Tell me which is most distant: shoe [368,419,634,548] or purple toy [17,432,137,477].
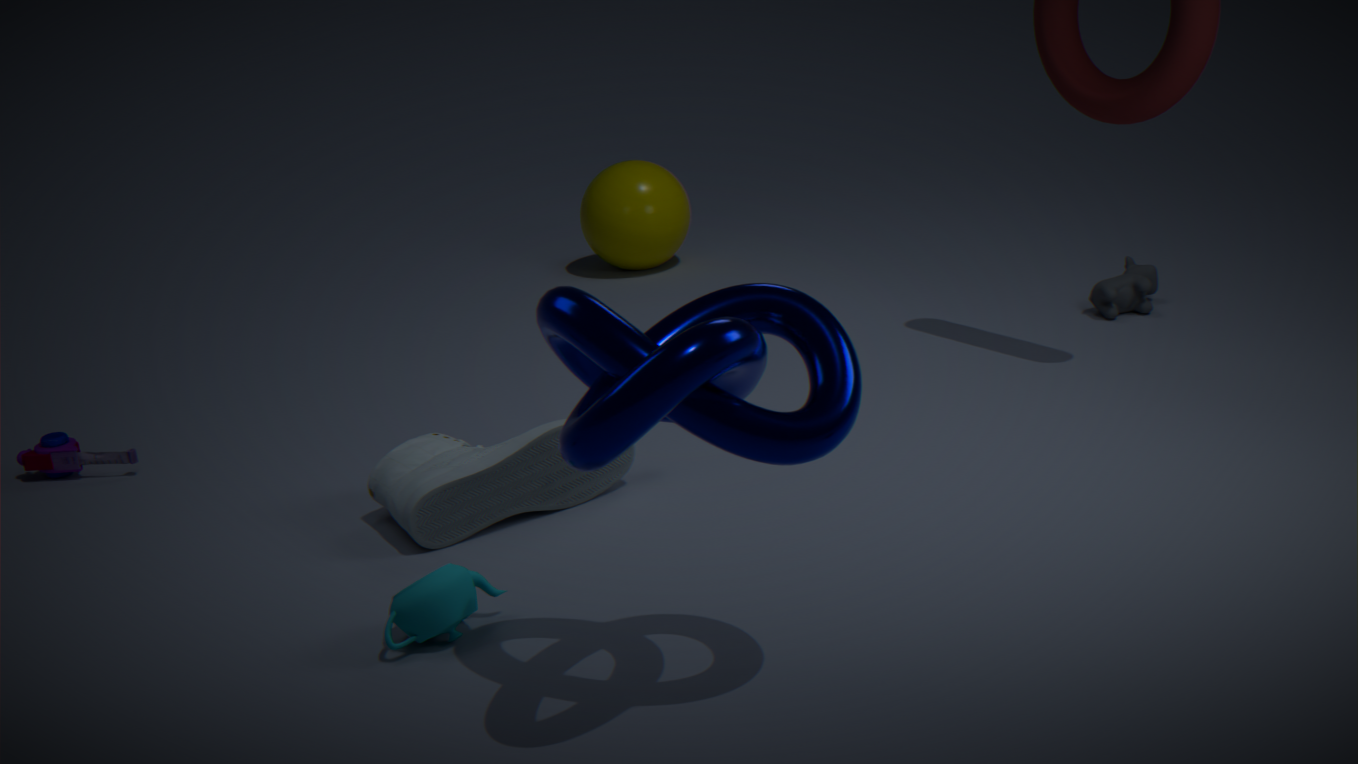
purple toy [17,432,137,477]
